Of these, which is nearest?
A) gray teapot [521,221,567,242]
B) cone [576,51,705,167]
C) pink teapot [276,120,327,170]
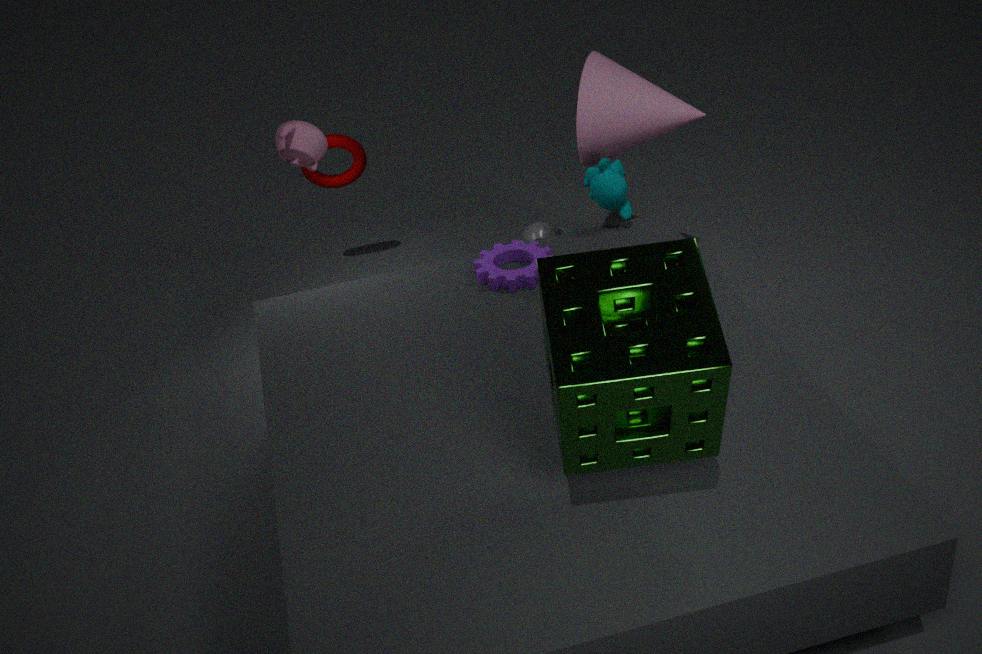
pink teapot [276,120,327,170]
